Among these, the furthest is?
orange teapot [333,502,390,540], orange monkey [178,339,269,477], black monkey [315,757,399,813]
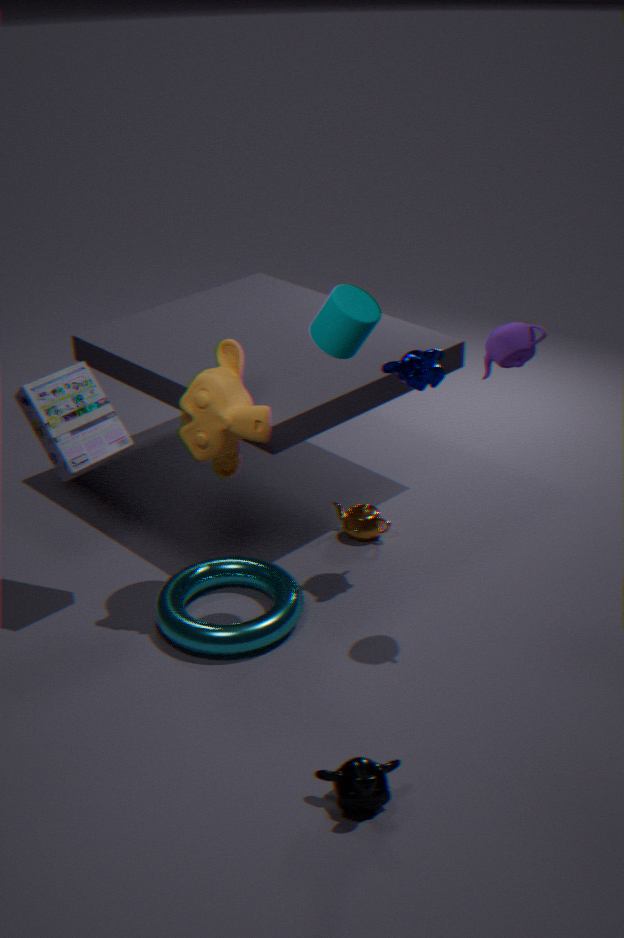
orange teapot [333,502,390,540]
